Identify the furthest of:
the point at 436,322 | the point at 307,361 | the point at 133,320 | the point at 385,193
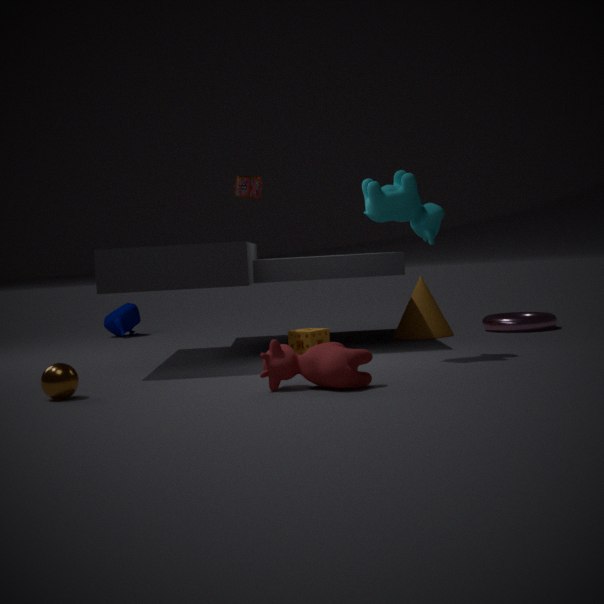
the point at 133,320
